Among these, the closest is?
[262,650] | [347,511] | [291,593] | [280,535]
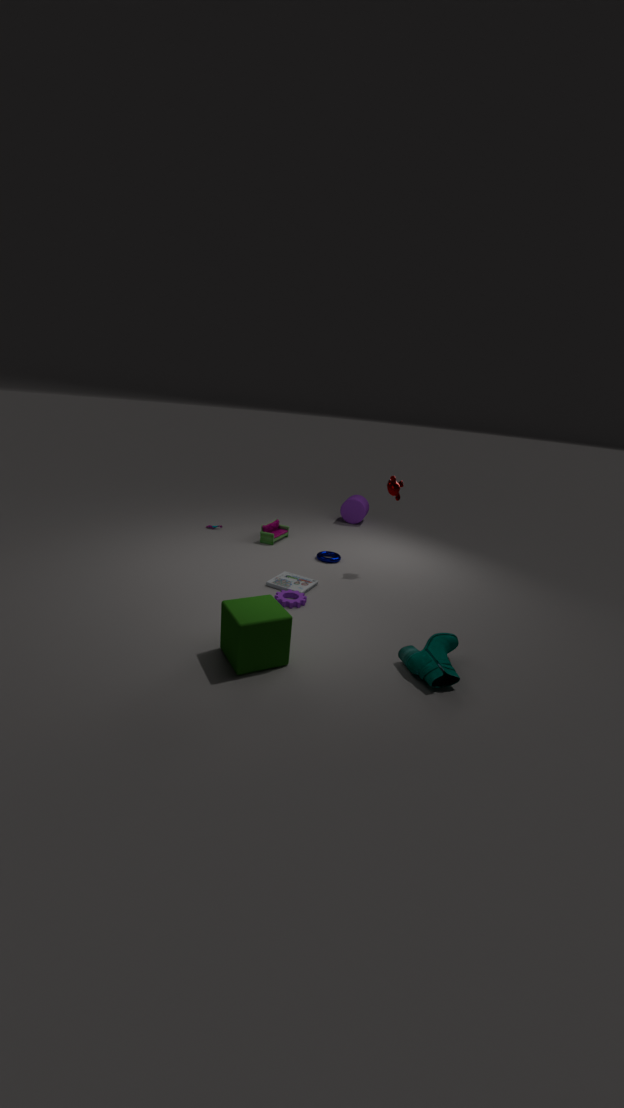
[262,650]
